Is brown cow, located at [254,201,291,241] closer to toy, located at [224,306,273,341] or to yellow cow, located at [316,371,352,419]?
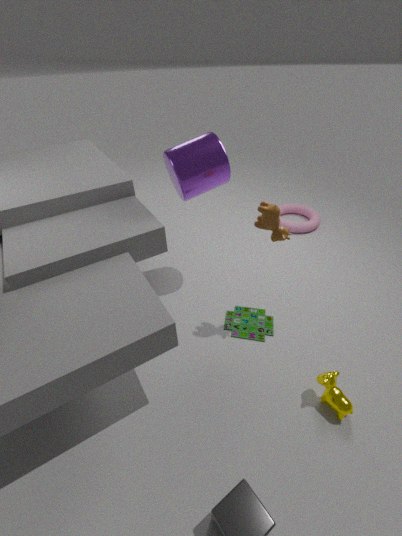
toy, located at [224,306,273,341]
